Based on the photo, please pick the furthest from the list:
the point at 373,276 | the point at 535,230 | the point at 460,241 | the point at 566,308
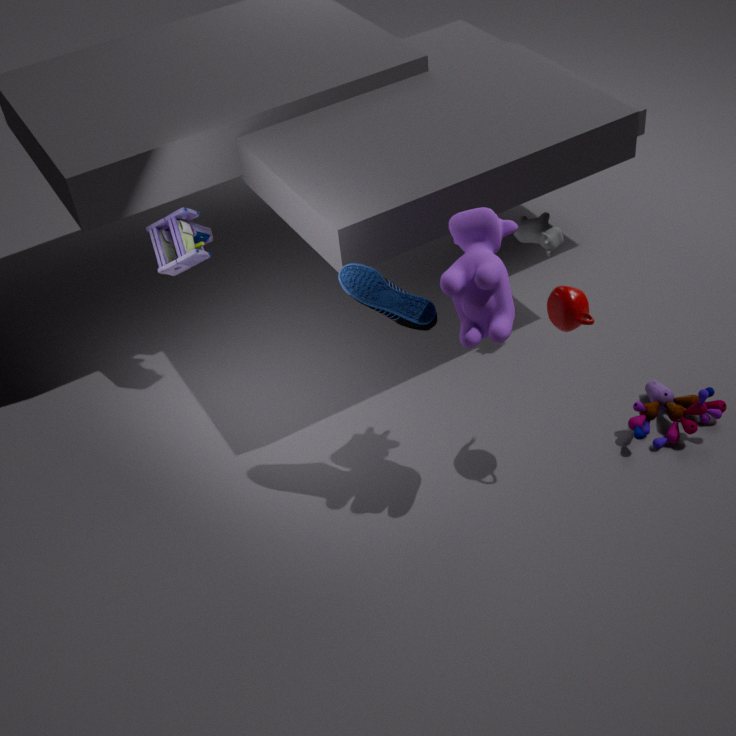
the point at 535,230
